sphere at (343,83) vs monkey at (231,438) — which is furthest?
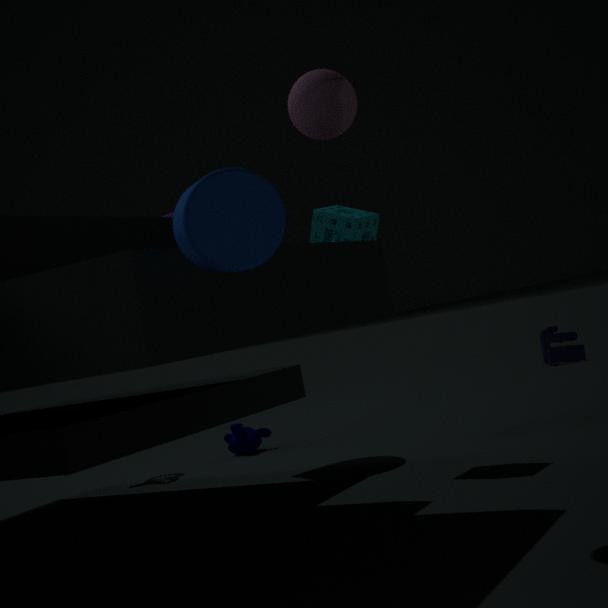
monkey at (231,438)
